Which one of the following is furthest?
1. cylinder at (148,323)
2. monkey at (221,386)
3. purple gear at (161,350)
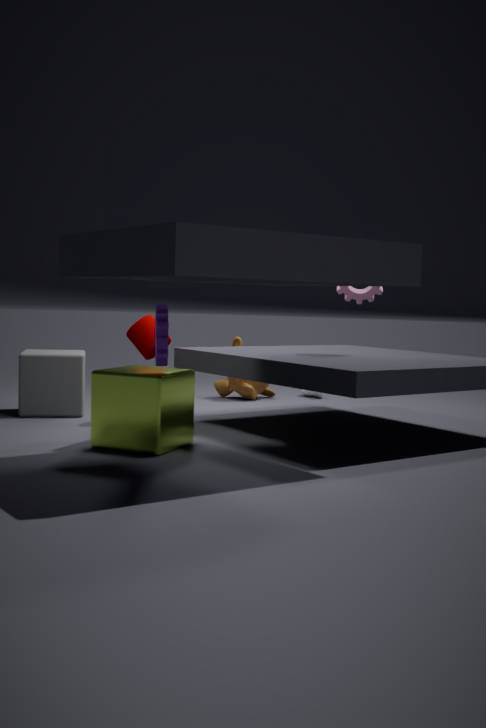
monkey at (221,386)
